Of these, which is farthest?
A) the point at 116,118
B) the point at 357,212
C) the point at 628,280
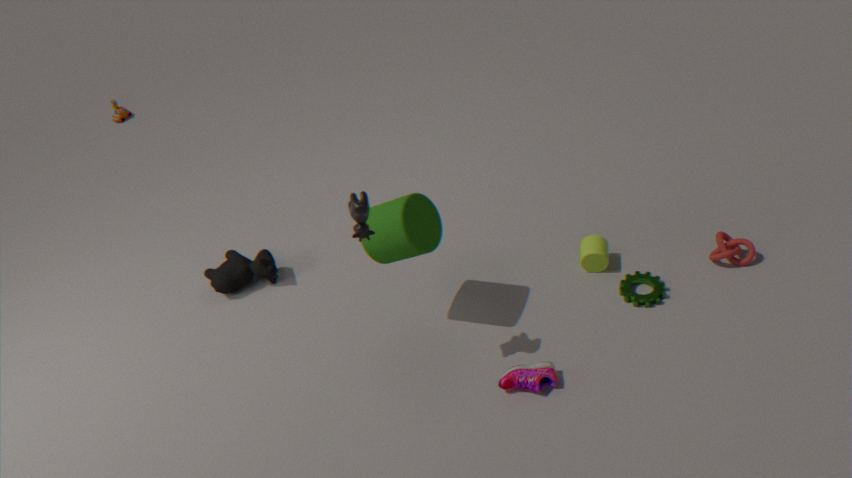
the point at 116,118
